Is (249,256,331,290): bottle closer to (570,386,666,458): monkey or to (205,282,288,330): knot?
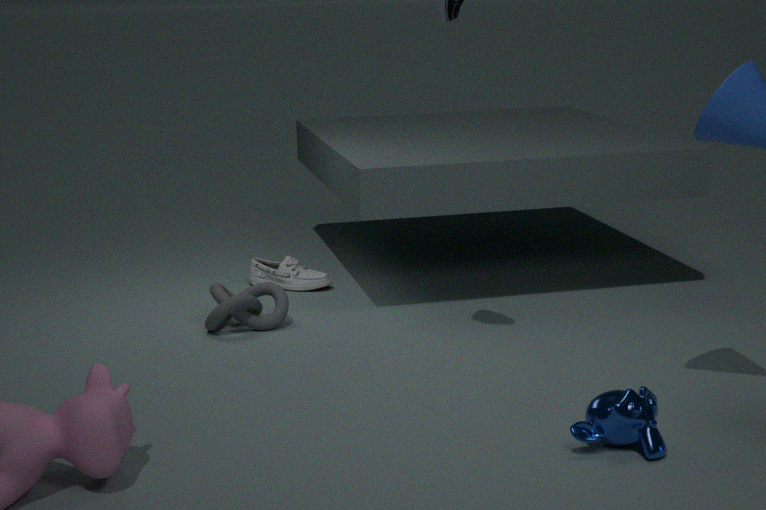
(205,282,288,330): knot
